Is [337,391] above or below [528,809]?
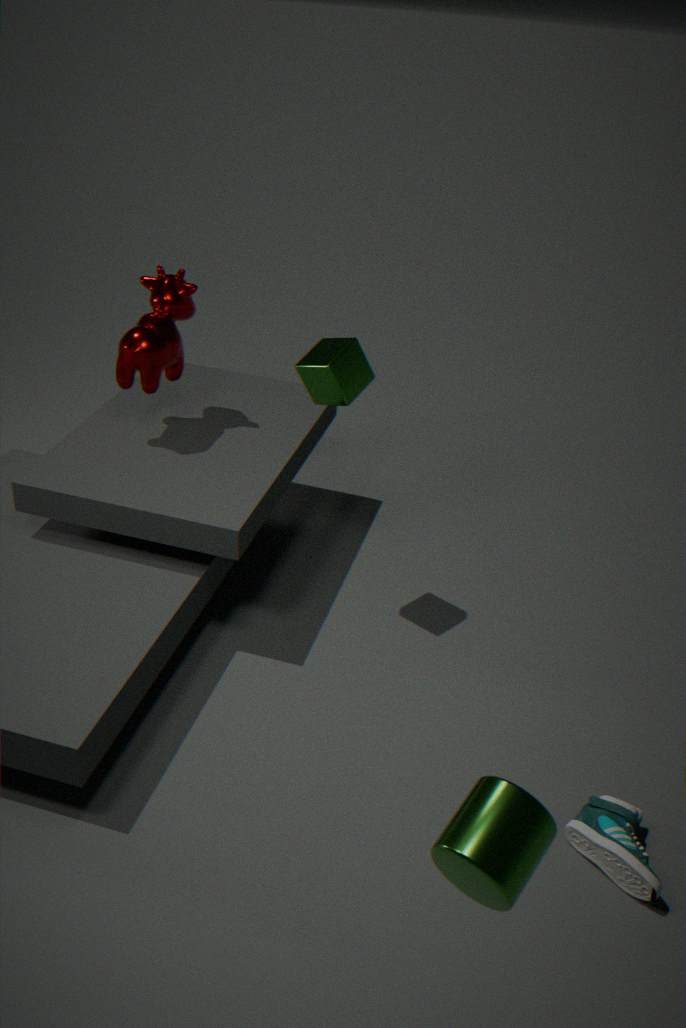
above
